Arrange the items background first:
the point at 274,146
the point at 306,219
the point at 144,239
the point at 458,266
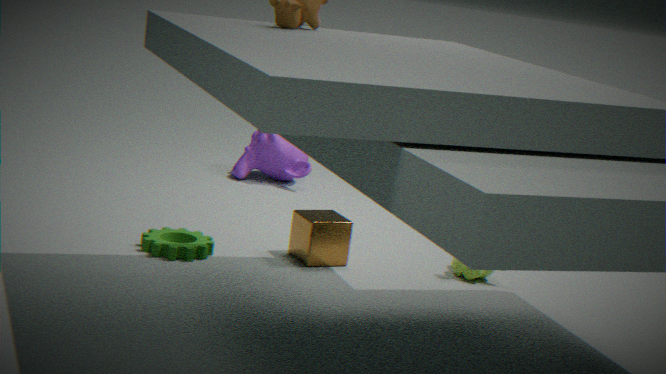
the point at 274,146, the point at 458,266, the point at 306,219, the point at 144,239
